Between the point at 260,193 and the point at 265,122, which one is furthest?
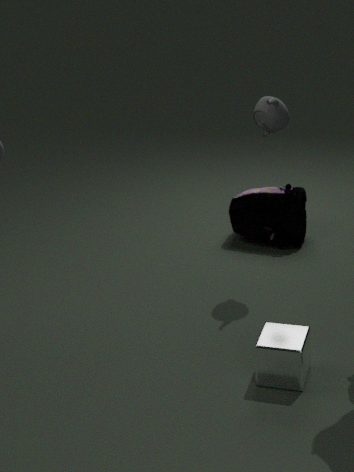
the point at 260,193
